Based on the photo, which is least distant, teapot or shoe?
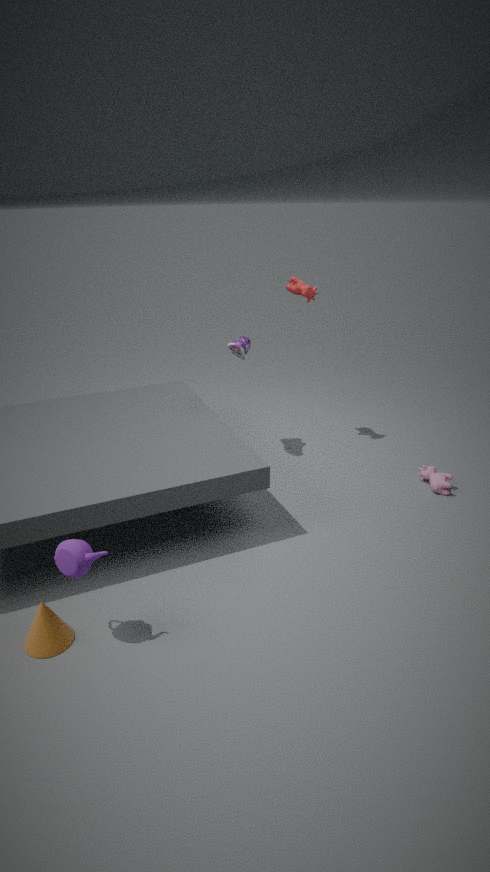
teapot
